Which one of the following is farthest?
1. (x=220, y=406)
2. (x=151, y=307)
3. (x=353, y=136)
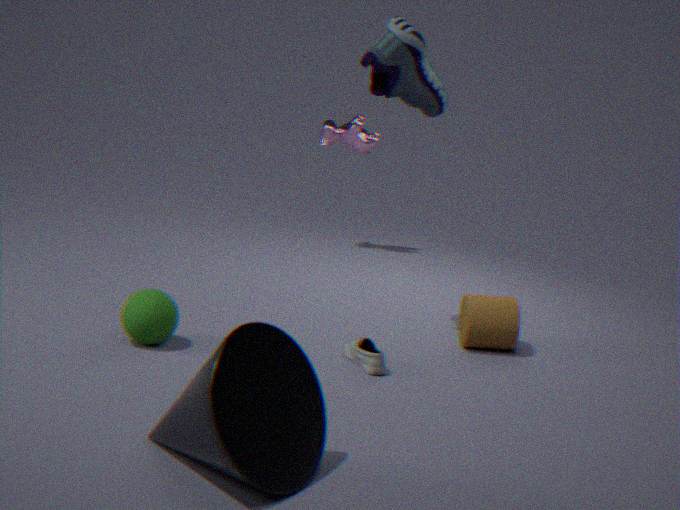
(x=353, y=136)
